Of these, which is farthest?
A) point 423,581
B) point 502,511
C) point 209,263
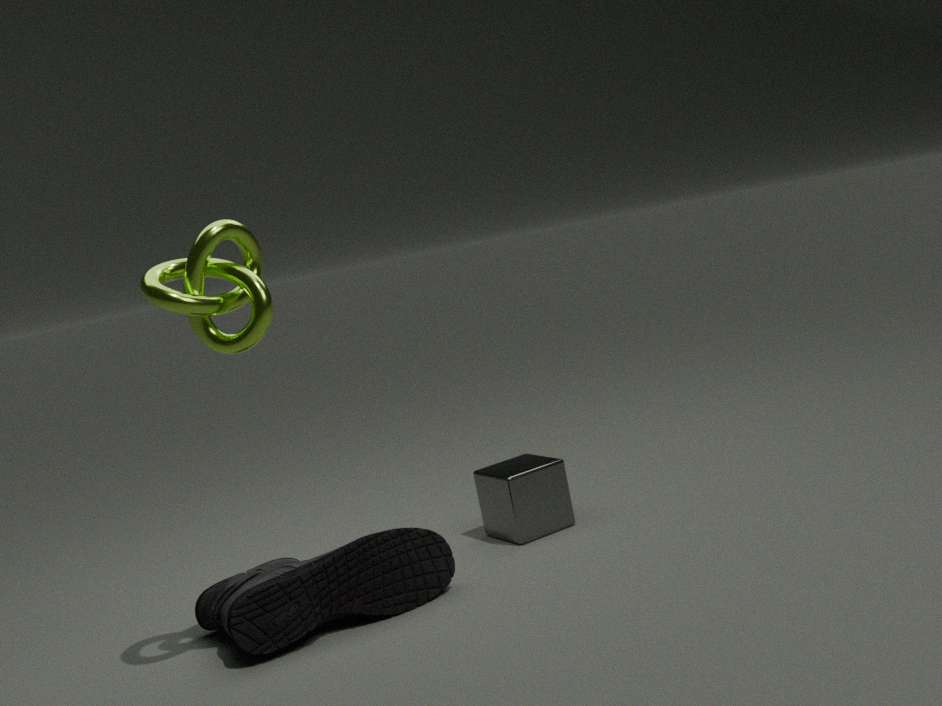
point 502,511
